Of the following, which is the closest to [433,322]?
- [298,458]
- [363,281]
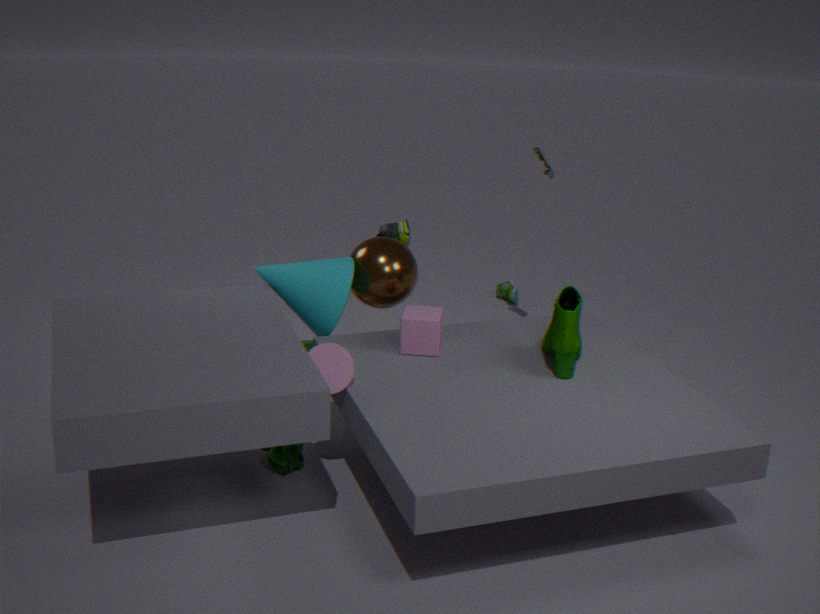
[363,281]
